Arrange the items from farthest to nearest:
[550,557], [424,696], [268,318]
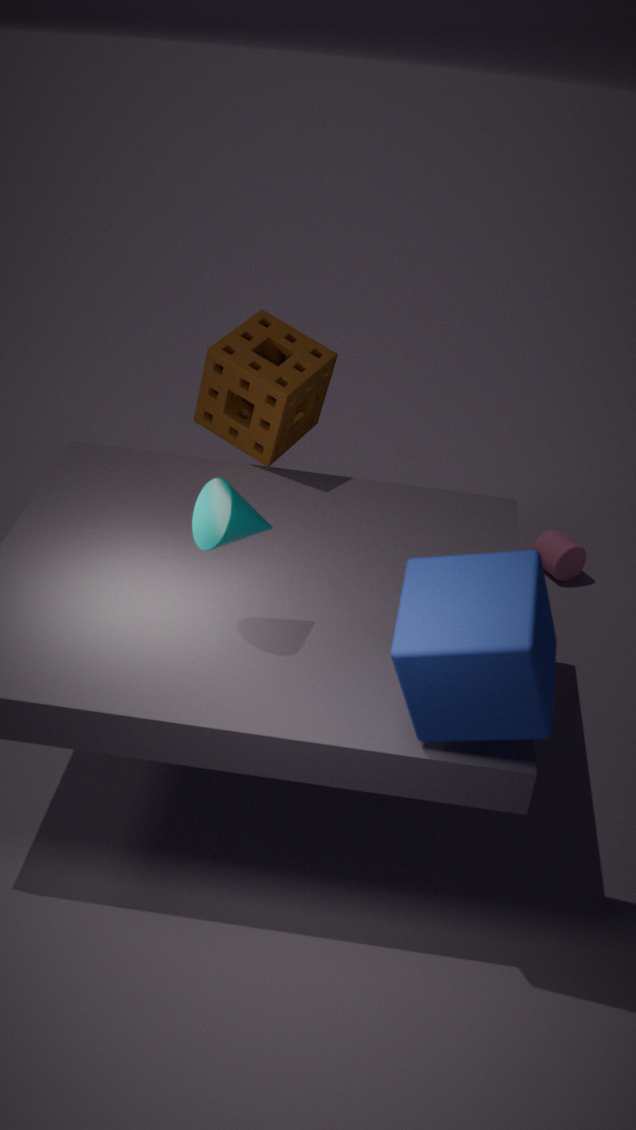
[550,557] < [268,318] < [424,696]
